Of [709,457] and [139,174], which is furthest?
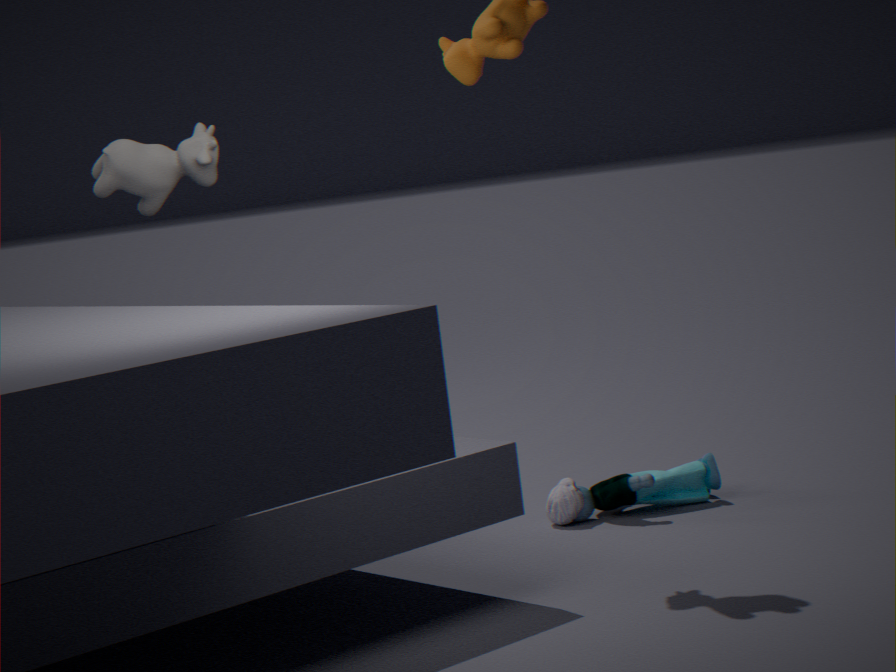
[709,457]
